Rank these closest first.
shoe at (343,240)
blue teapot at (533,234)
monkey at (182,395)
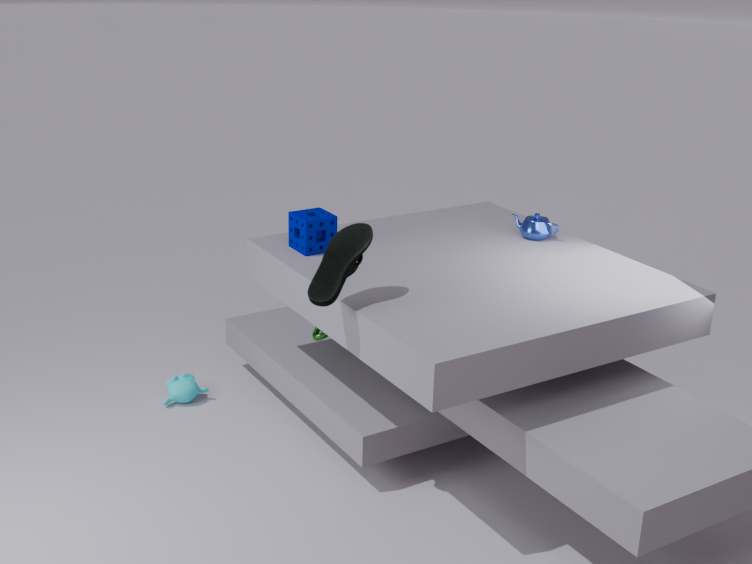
1. shoe at (343,240)
2. blue teapot at (533,234)
3. monkey at (182,395)
